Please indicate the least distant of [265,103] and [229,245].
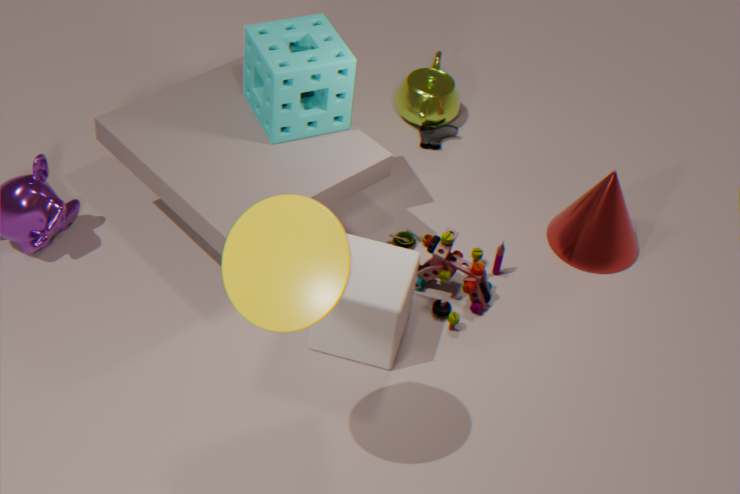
[229,245]
